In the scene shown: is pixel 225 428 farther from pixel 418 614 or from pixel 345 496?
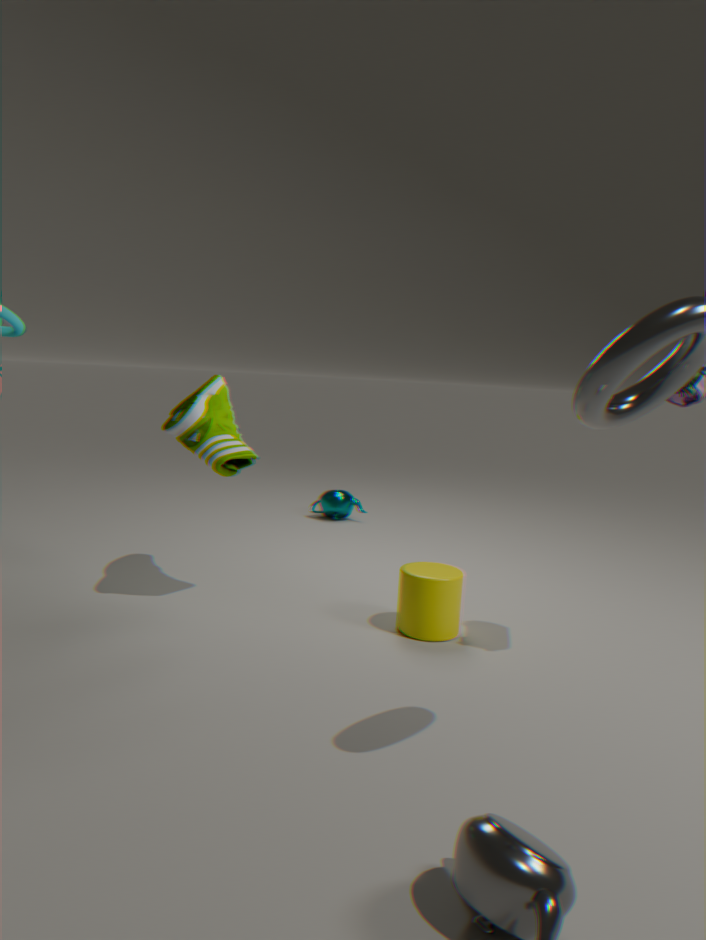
pixel 345 496
